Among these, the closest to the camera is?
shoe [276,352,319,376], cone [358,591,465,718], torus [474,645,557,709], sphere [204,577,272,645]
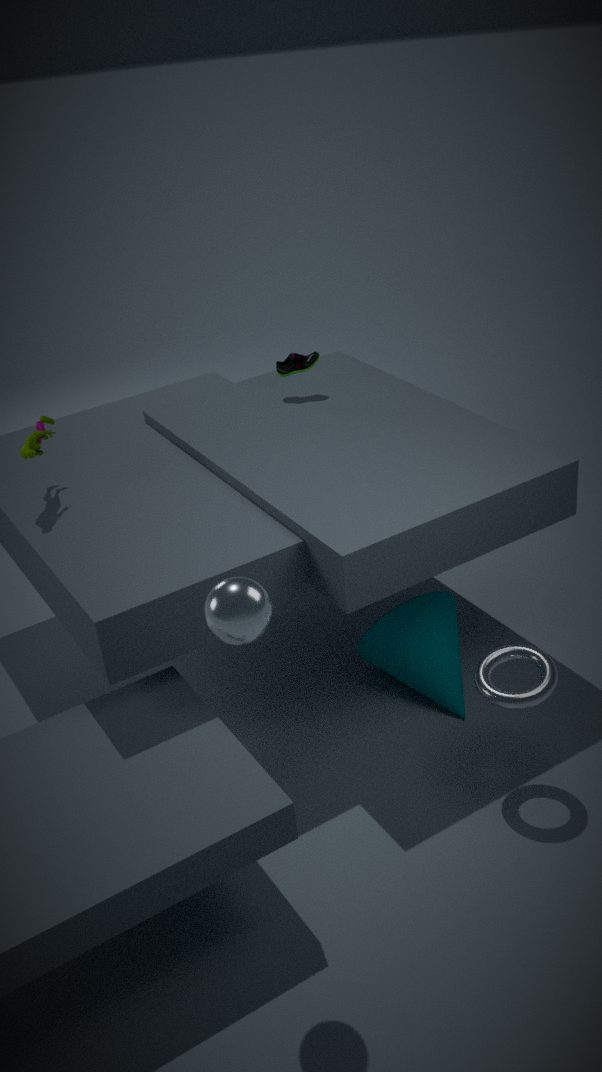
sphere [204,577,272,645]
